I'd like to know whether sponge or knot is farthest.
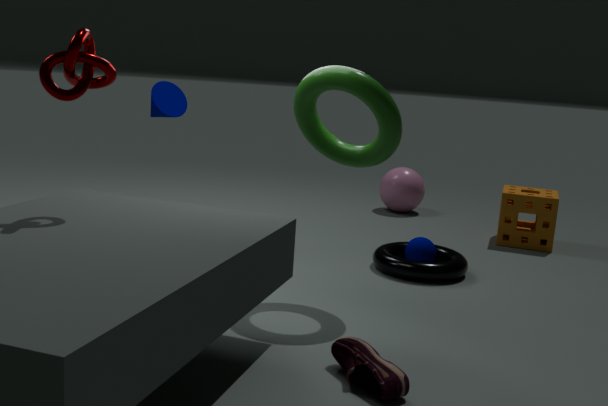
sponge
